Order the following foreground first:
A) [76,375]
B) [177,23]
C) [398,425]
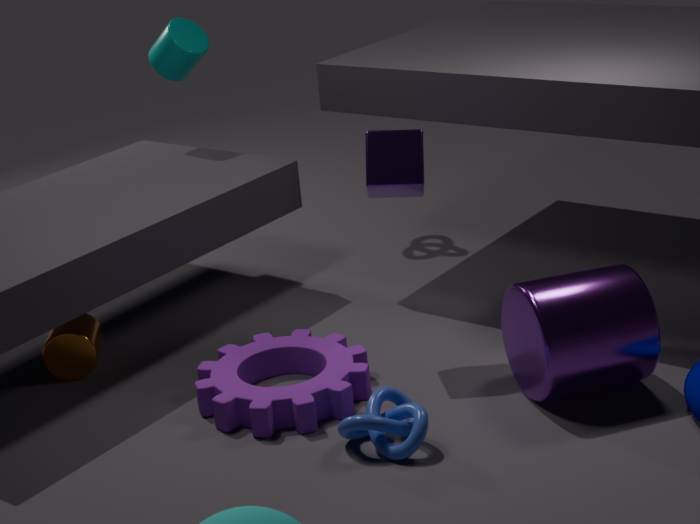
[398,425] < [76,375] < [177,23]
